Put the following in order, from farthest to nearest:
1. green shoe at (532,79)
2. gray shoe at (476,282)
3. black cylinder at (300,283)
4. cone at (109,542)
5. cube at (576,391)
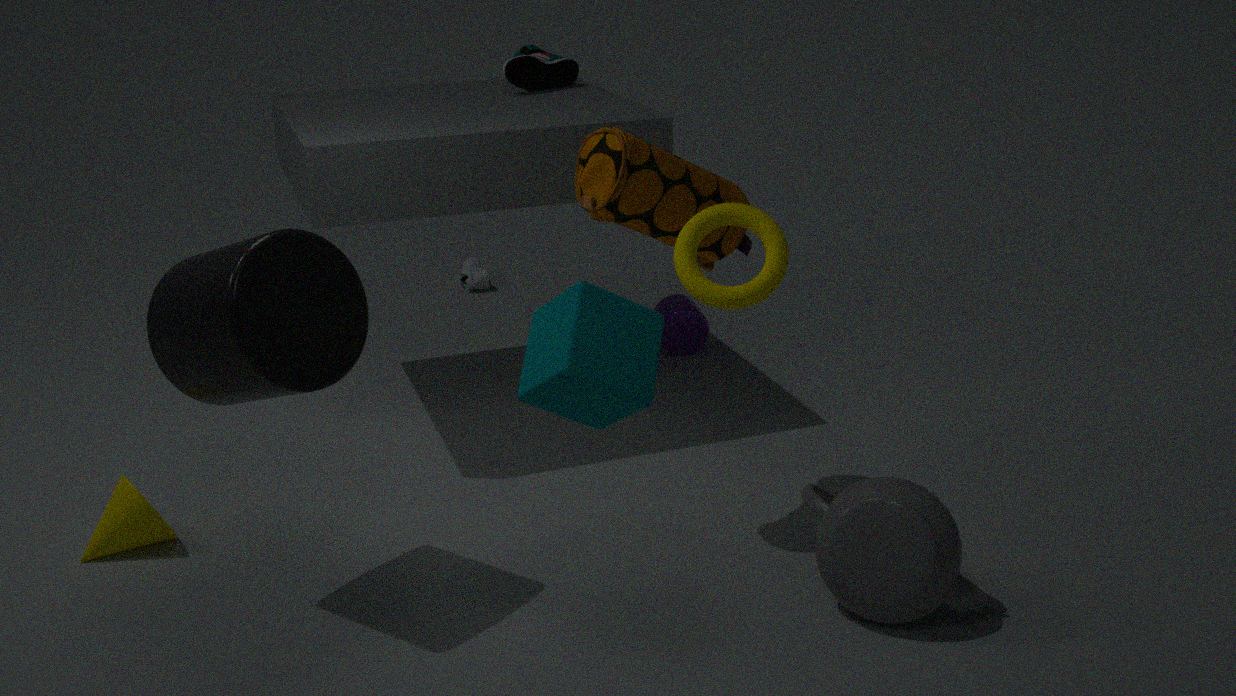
gray shoe at (476,282), green shoe at (532,79), cone at (109,542), black cylinder at (300,283), cube at (576,391)
